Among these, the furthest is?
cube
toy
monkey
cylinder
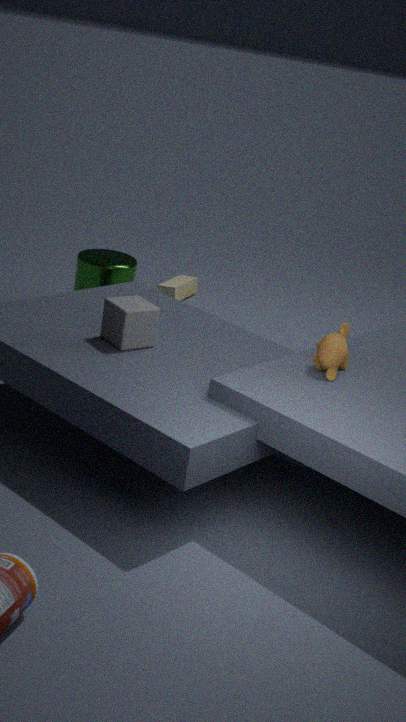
toy
